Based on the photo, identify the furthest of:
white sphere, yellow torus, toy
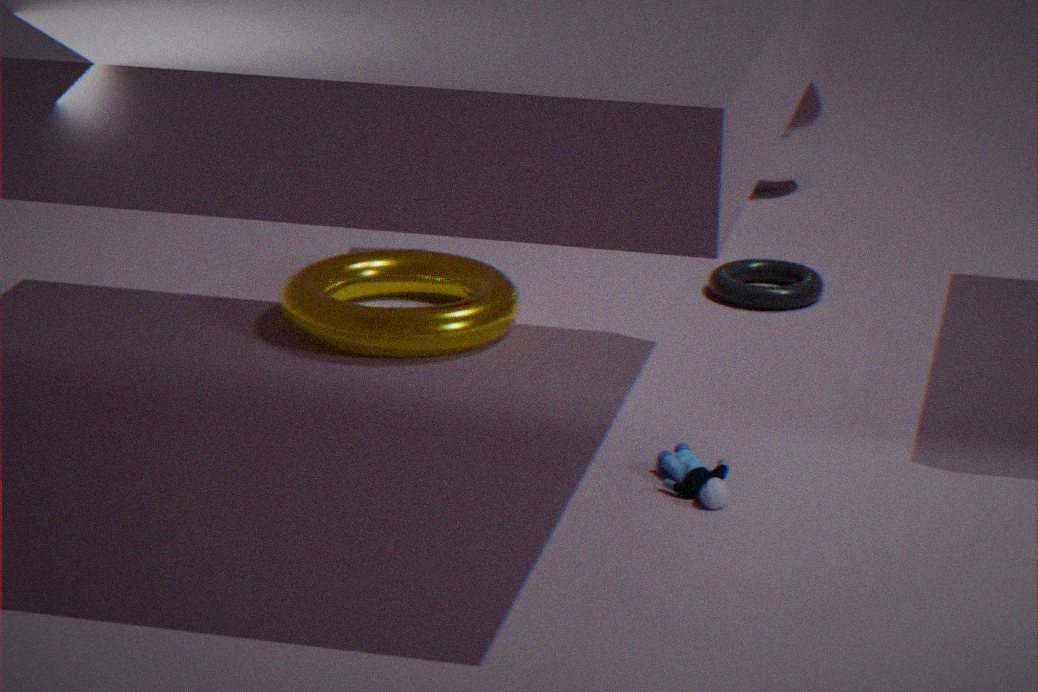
white sphere
